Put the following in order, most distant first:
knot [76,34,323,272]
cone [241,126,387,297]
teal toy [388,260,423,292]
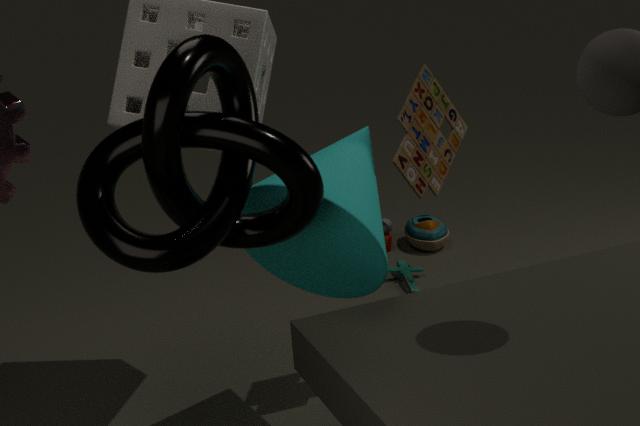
teal toy [388,260,423,292]
cone [241,126,387,297]
knot [76,34,323,272]
